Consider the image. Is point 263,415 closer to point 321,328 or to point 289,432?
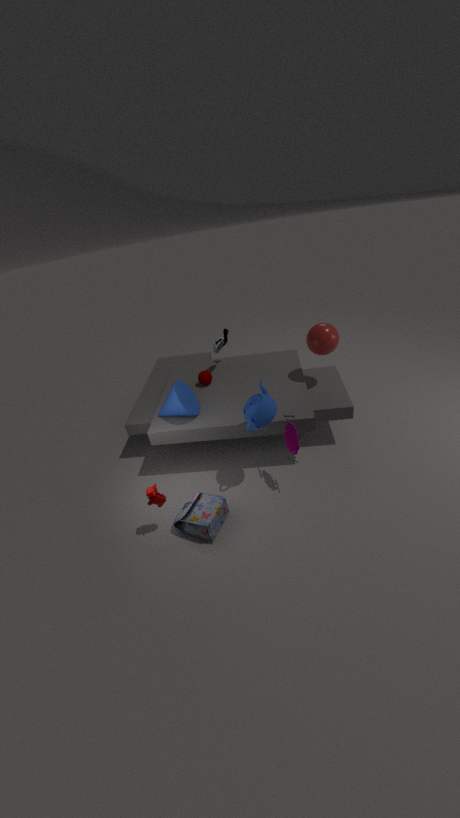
point 289,432
